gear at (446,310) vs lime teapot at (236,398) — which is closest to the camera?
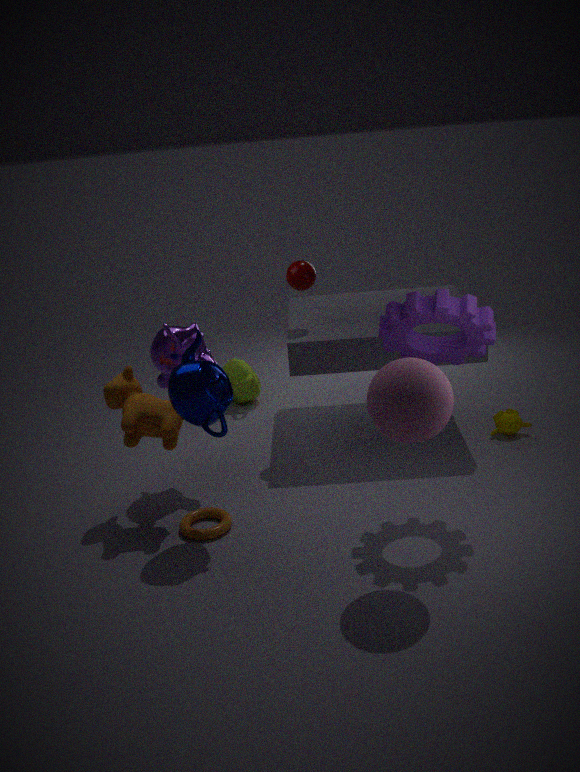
gear at (446,310)
